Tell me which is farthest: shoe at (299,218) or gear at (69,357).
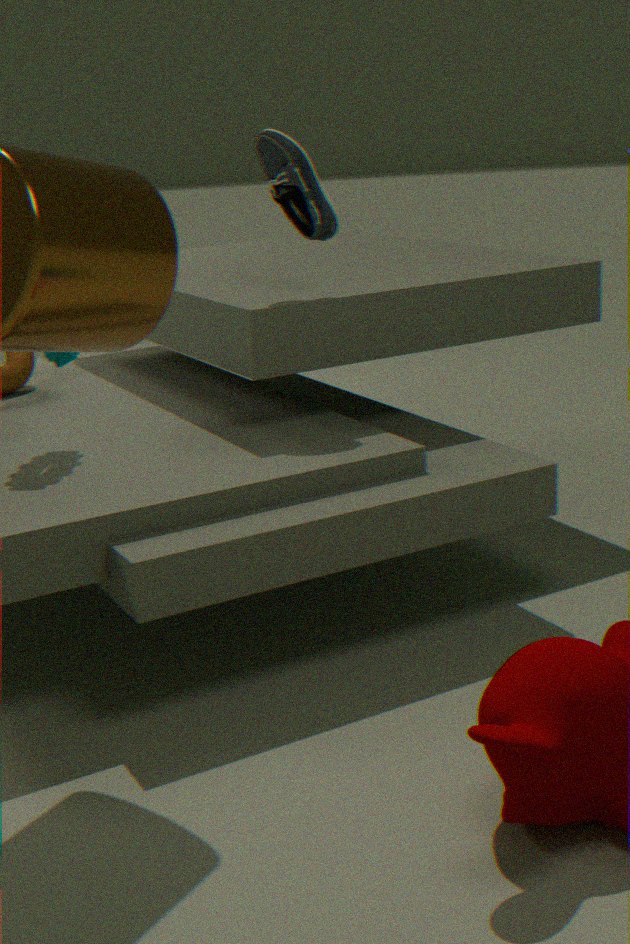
shoe at (299,218)
